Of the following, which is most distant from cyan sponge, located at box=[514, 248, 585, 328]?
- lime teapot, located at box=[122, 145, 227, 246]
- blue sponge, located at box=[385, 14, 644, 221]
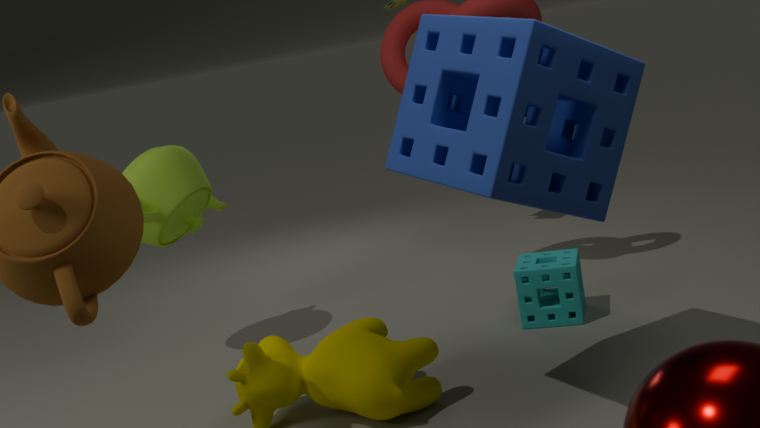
lime teapot, located at box=[122, 145, 227, 246]
